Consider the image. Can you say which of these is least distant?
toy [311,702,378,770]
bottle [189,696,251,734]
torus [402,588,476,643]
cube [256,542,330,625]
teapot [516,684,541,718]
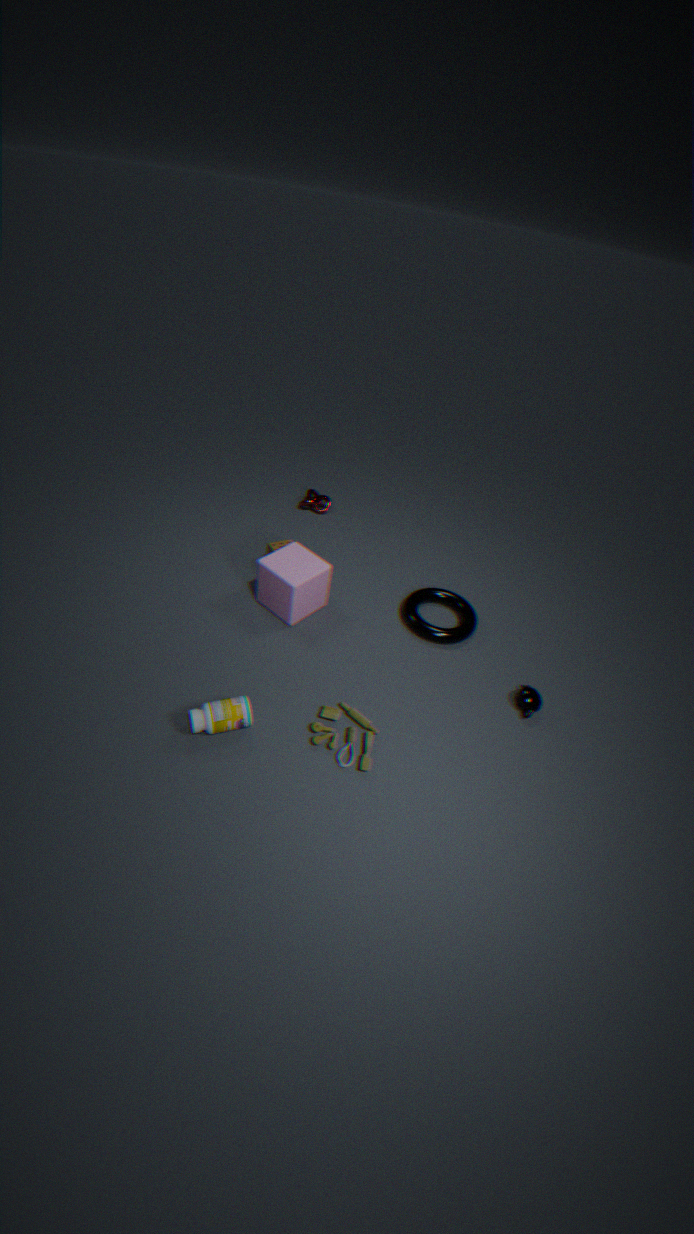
bottle [189,696,251,734]
